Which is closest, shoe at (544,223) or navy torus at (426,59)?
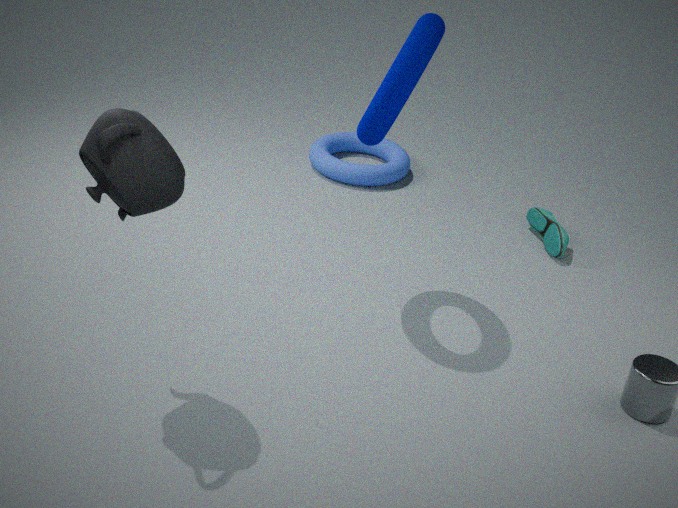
navy torus at (426,59)
